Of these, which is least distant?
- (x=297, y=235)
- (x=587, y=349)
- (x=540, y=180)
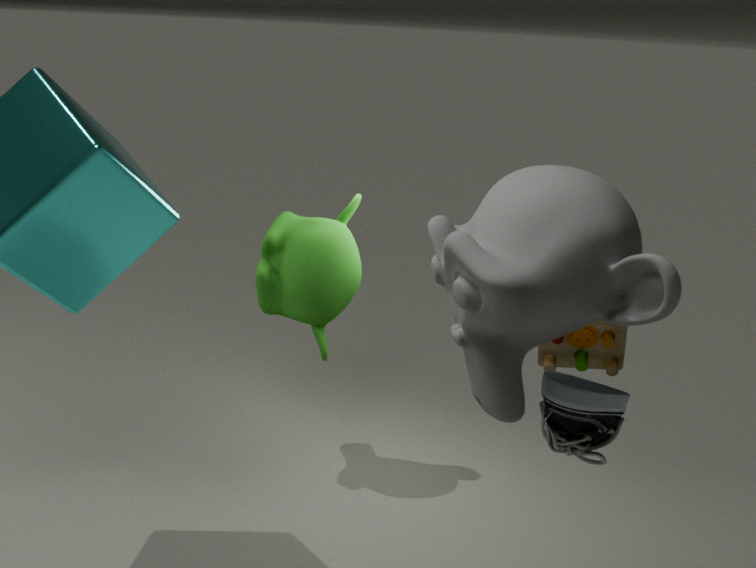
(x=540, y=180)
